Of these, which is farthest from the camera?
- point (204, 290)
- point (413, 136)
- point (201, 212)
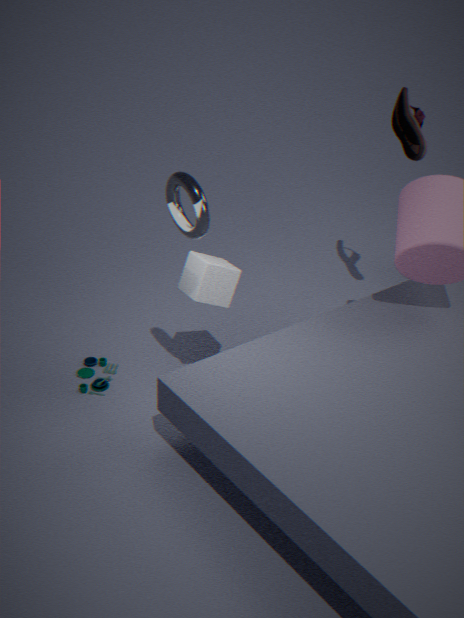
point (413, 136)
